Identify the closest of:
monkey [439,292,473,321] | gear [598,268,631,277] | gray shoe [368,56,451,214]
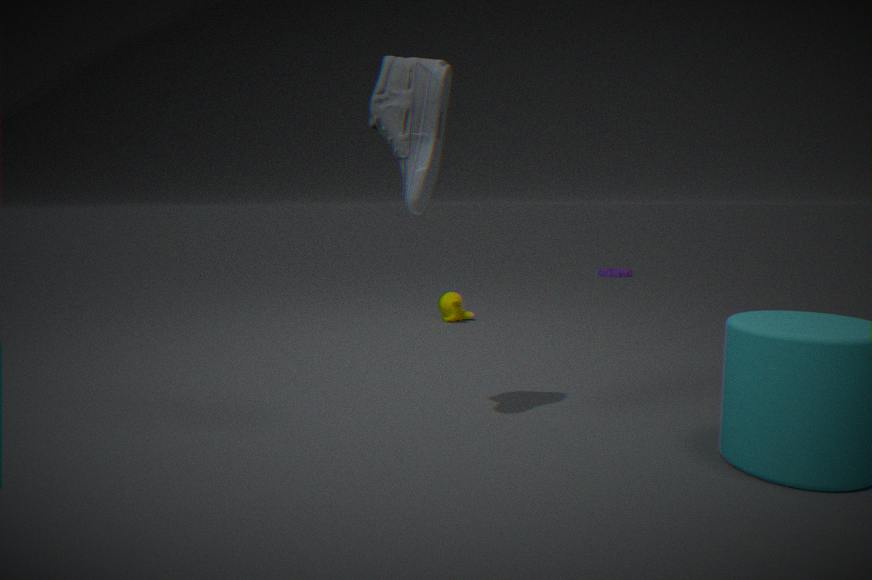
gray shoe [368,56,451,214]
